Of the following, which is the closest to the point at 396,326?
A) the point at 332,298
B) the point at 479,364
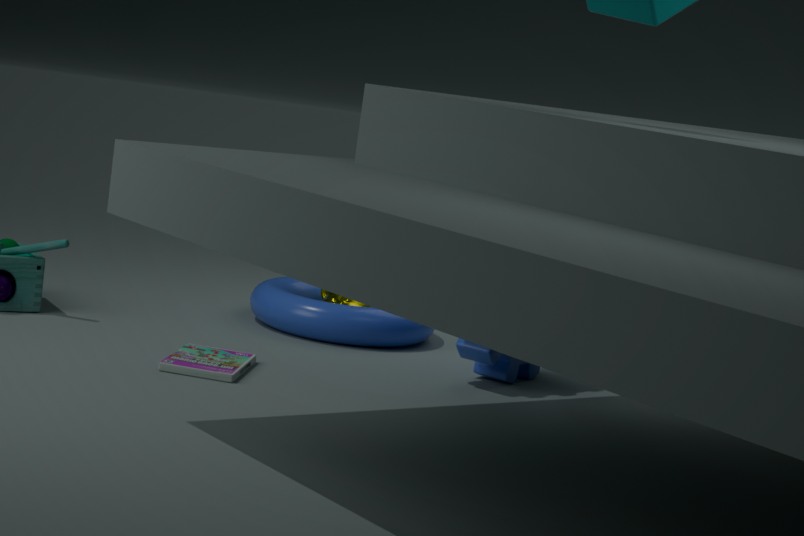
the point at 332,298
